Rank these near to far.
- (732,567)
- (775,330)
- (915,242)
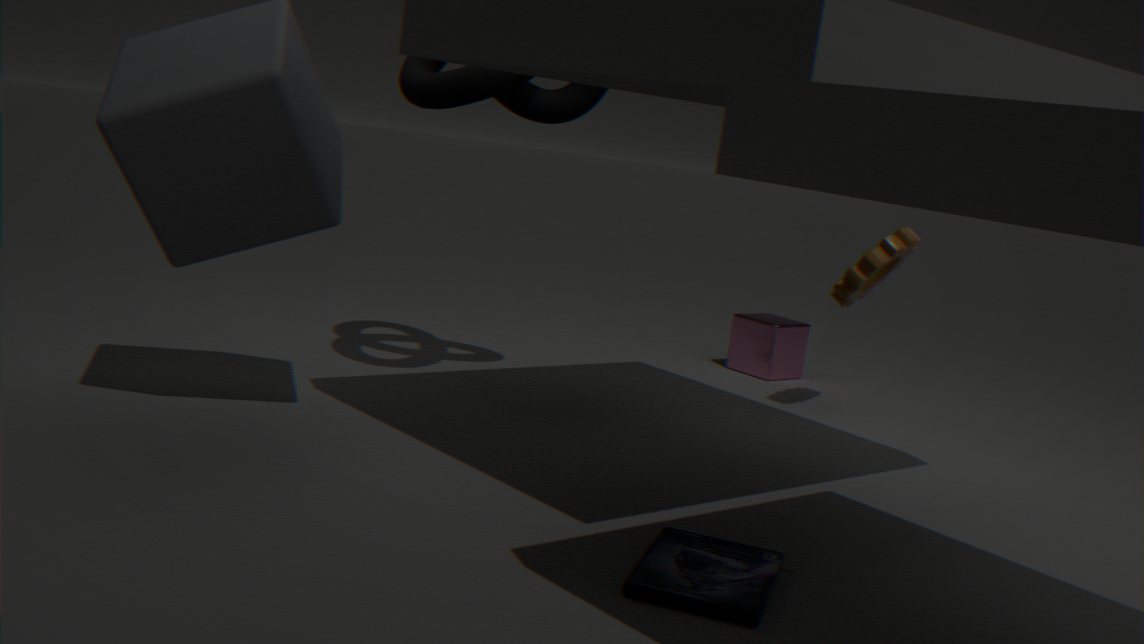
1. (732,567)
2. (915,242)
3. (775,330)
